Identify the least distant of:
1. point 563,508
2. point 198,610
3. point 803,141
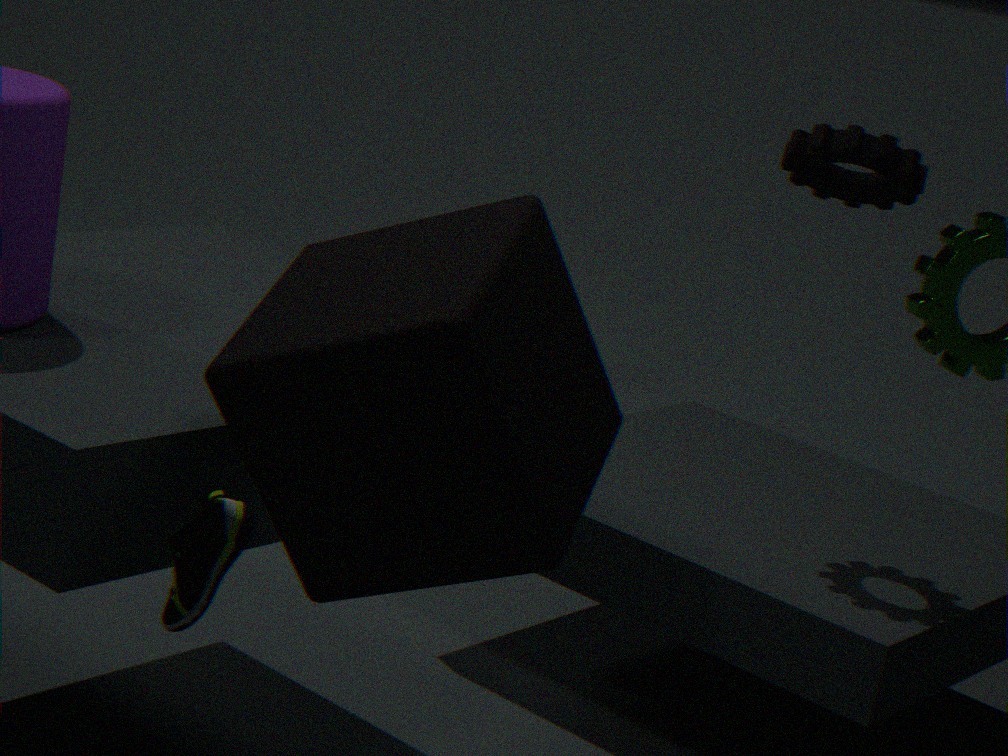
point 198,610
